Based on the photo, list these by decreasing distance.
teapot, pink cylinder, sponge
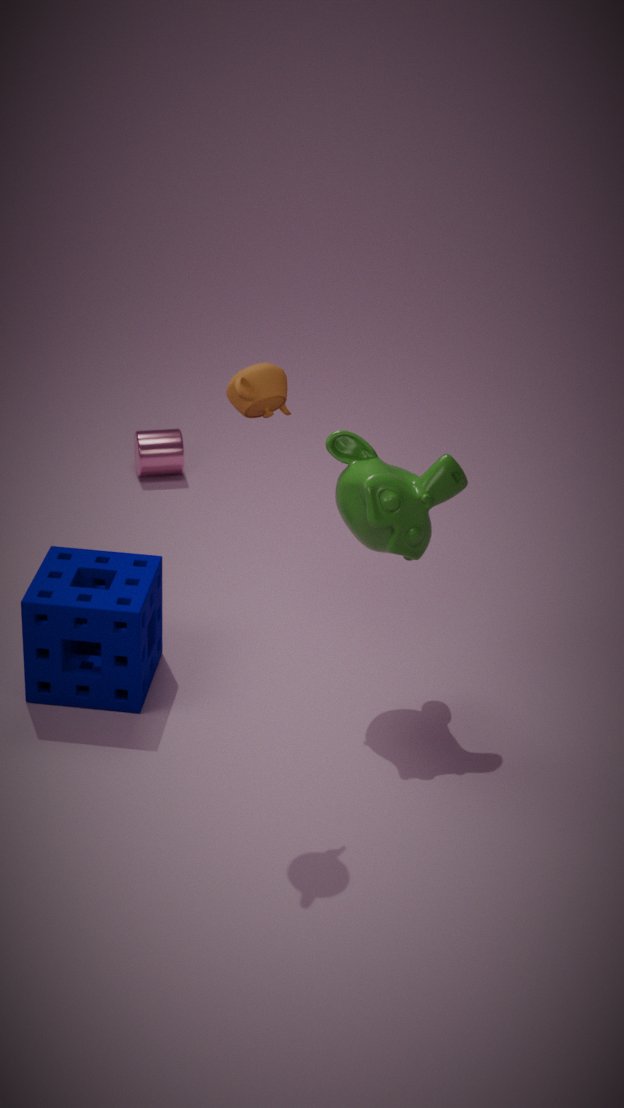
pink cylinder < sponge < teapot
